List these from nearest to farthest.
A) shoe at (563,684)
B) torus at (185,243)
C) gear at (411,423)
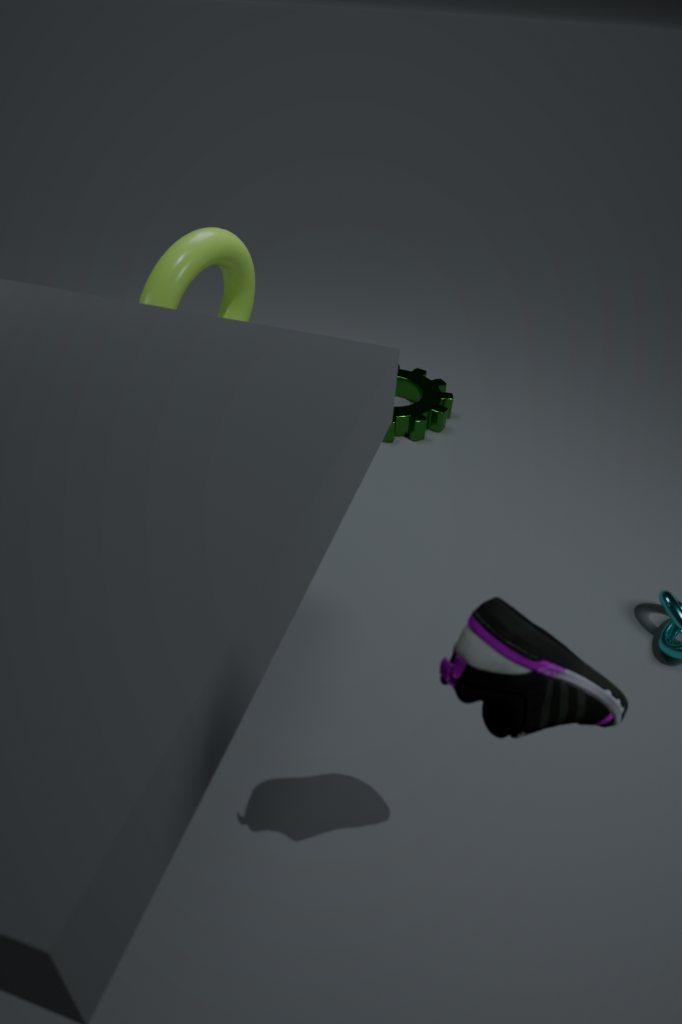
shoe at (563,684)
torus at (185,243)
gear at (411,423)
